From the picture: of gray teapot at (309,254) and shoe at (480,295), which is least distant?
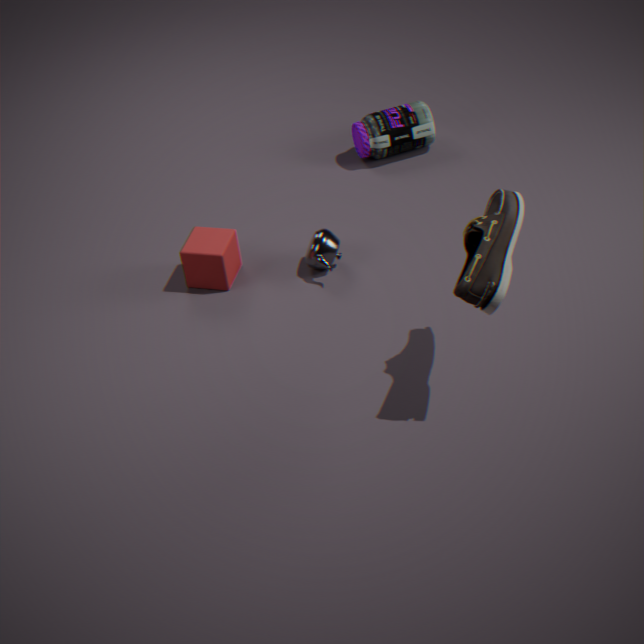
shoe at (480,295)
